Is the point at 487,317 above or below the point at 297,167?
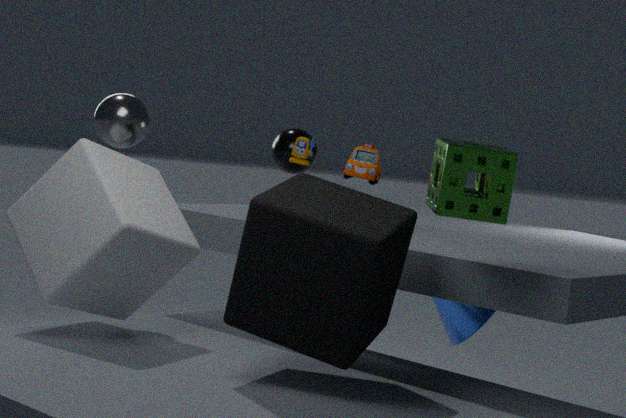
below
